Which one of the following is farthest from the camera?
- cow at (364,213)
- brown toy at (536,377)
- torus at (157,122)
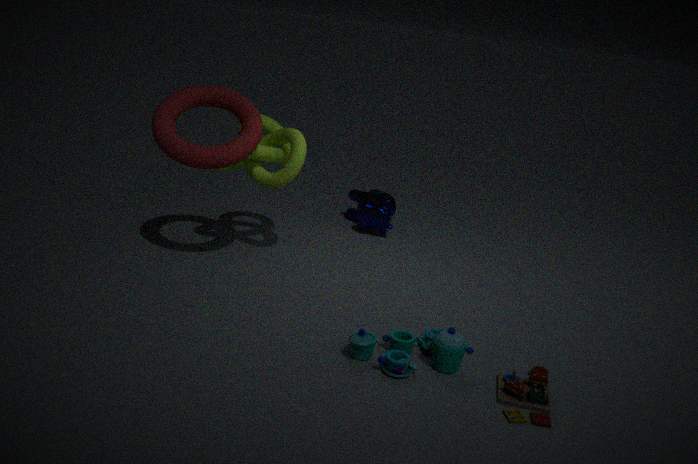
cow at (364,213)
